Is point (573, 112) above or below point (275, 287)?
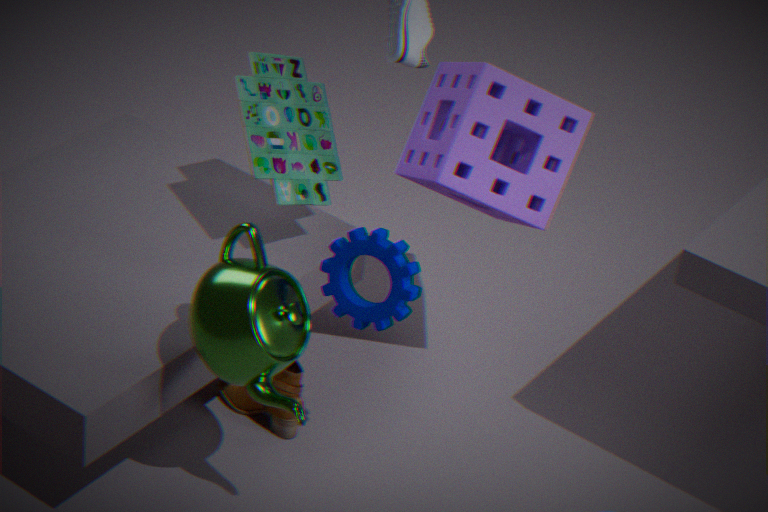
above
